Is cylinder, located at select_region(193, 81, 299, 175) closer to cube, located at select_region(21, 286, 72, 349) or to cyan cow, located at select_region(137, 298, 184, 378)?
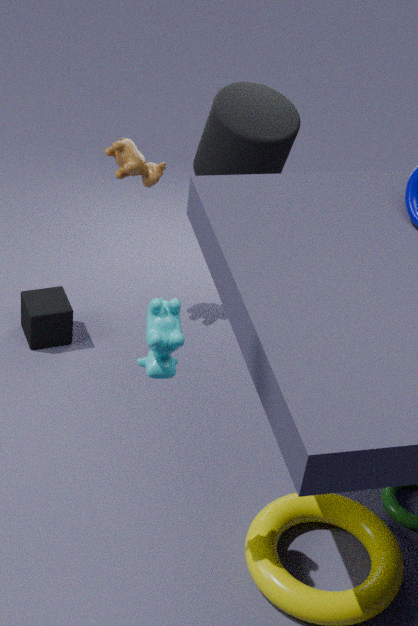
cube, located at select_region(21, 286, 72, 349)
